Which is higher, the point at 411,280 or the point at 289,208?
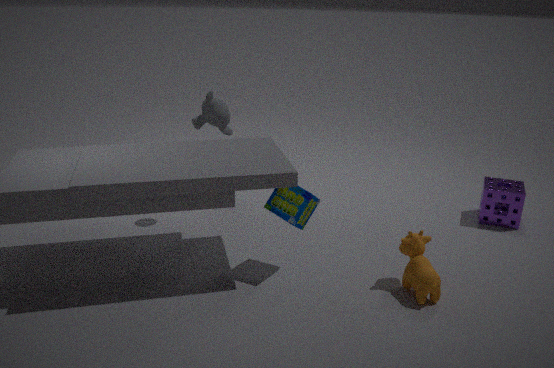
the point at 289,208
